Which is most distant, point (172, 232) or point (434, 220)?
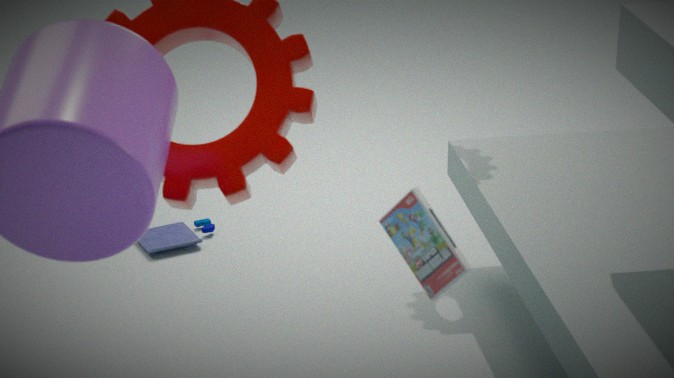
point (172, 232)
